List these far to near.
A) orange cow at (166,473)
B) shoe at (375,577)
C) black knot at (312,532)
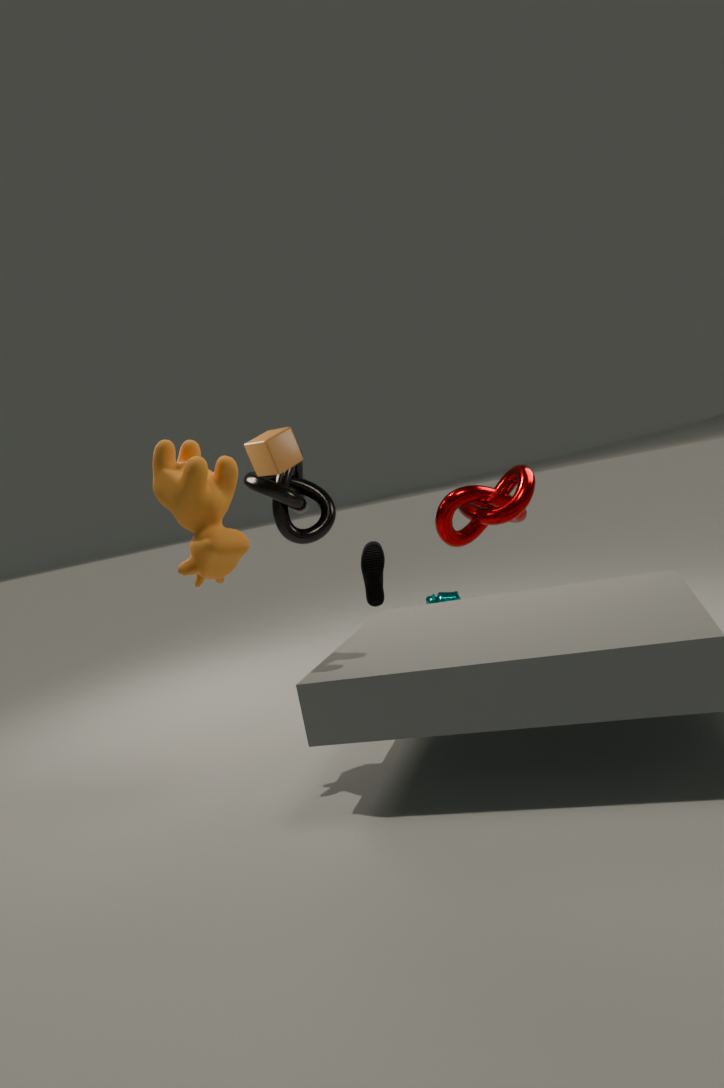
black knot at (312,532) < shoe at (375,577) < orange cow at (166,473)
